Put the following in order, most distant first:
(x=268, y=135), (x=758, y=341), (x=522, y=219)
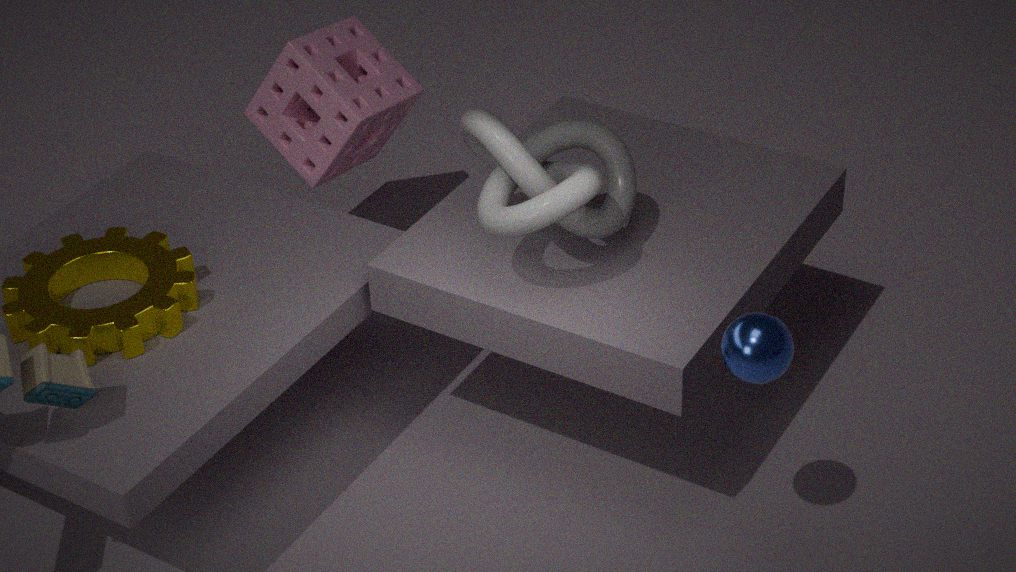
(x=268, y=135)
(x=522, y=219)
(x=758, y=341)
